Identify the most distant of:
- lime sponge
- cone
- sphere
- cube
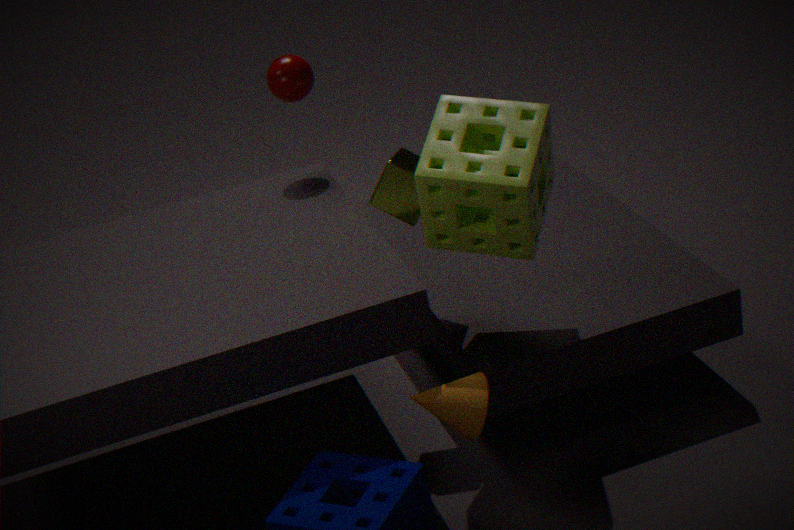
sphere
